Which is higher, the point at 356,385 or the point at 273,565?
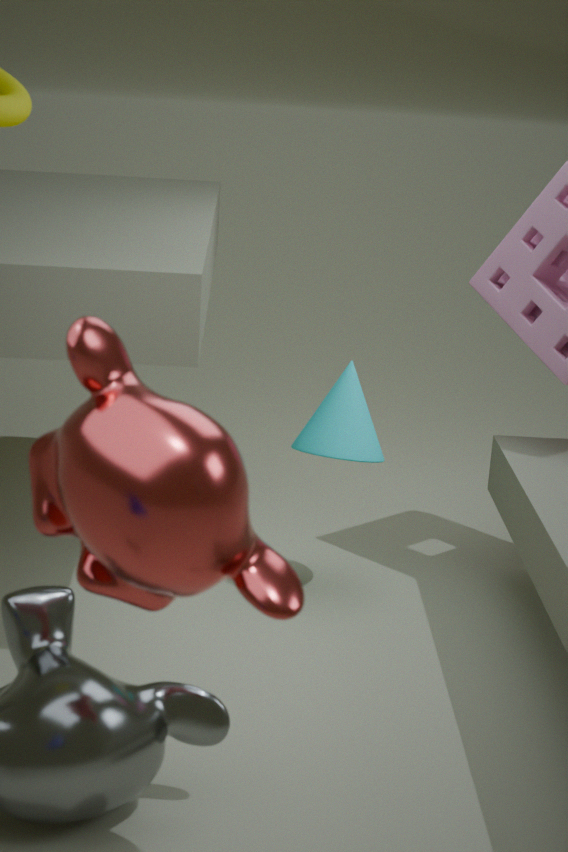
the point at 273,565
